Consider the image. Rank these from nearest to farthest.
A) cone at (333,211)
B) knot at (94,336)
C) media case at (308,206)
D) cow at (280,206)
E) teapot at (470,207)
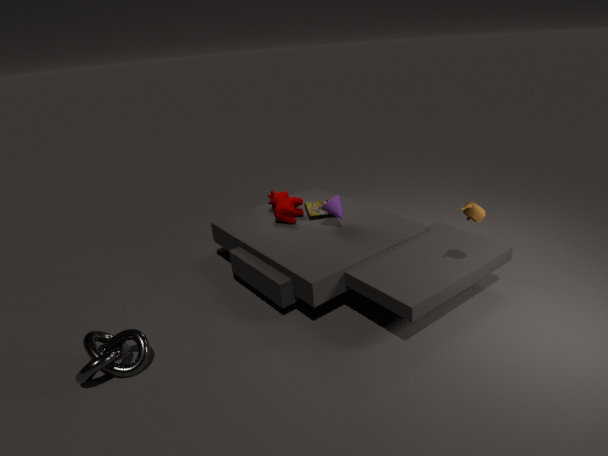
knot at (94,336) → teapot at (470,207) → cone at (333,211) → cow at (280,206) → media case at (308,206)
